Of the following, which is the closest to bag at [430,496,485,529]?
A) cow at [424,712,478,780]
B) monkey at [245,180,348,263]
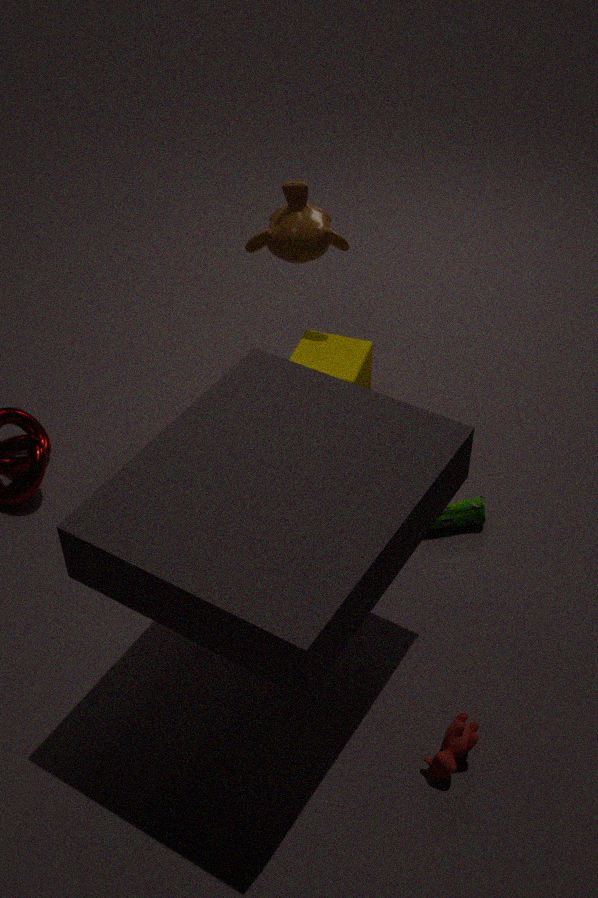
cow at [424,712,478,780]
